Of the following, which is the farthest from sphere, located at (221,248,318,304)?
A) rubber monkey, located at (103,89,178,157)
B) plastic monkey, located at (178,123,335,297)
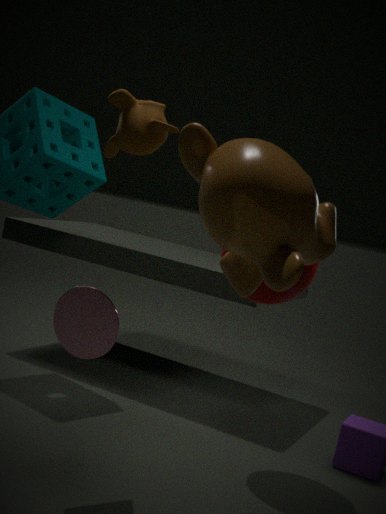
plastic monkey, located at (178,123,335,297)
